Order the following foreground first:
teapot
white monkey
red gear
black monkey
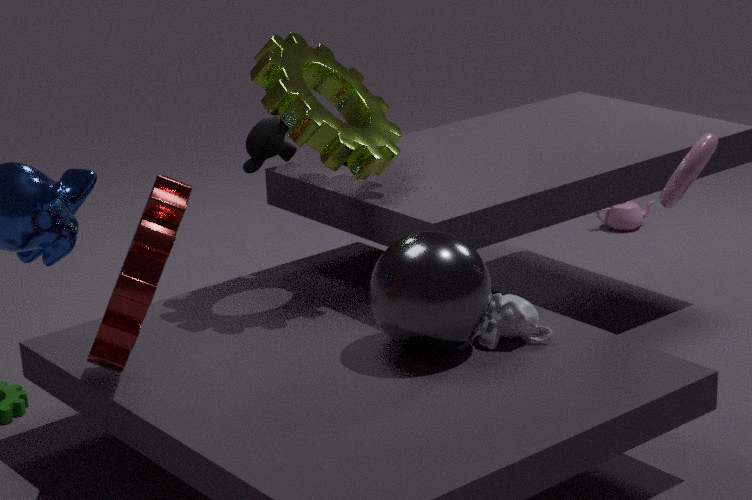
red gear
white monkey
black monkey
teapot
